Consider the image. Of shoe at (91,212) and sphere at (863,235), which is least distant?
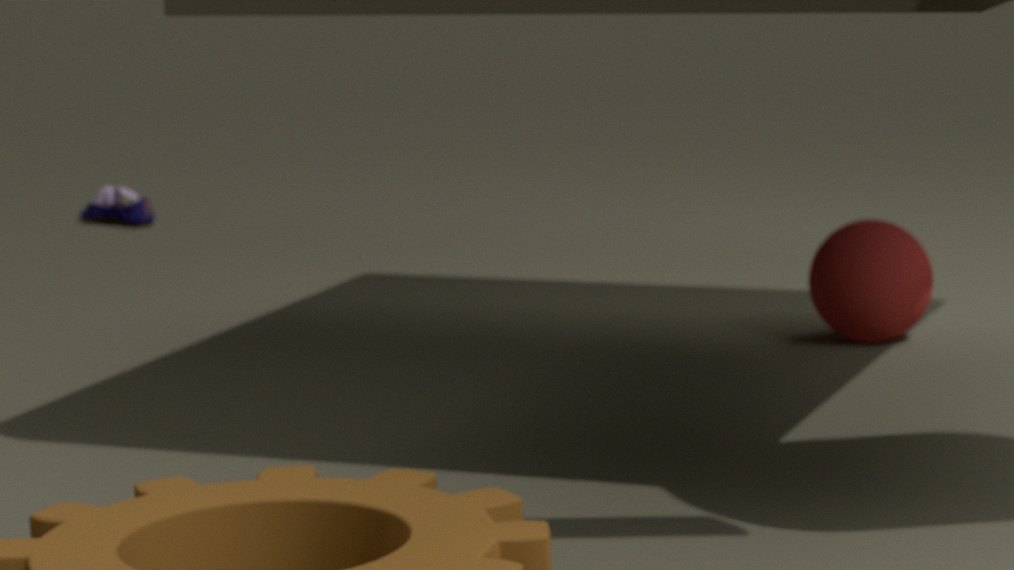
sphere at (863,235)
